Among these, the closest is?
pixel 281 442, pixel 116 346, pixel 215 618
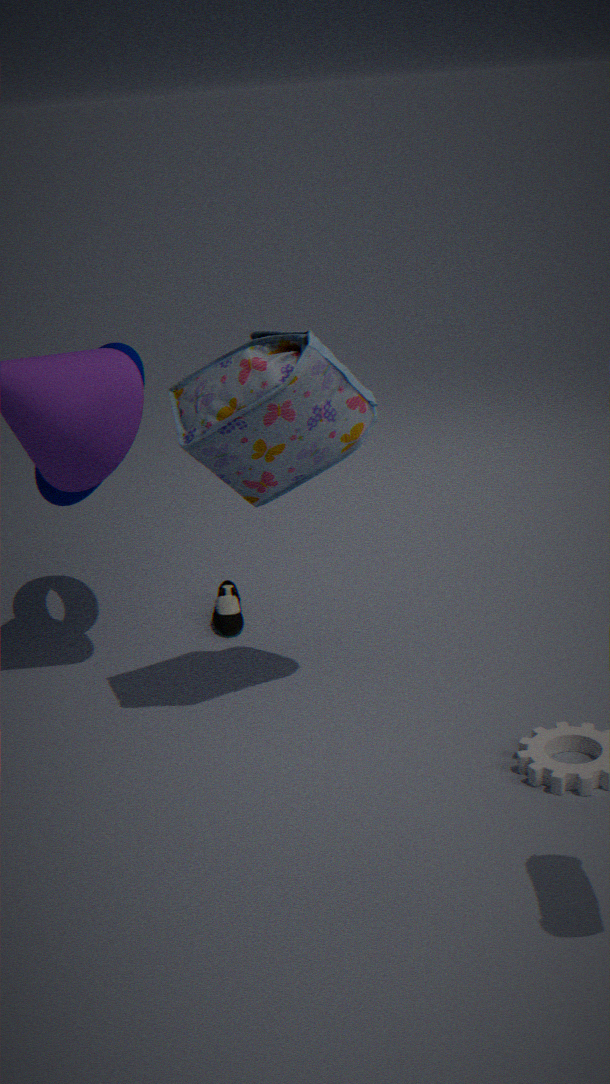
pixel 281 442
